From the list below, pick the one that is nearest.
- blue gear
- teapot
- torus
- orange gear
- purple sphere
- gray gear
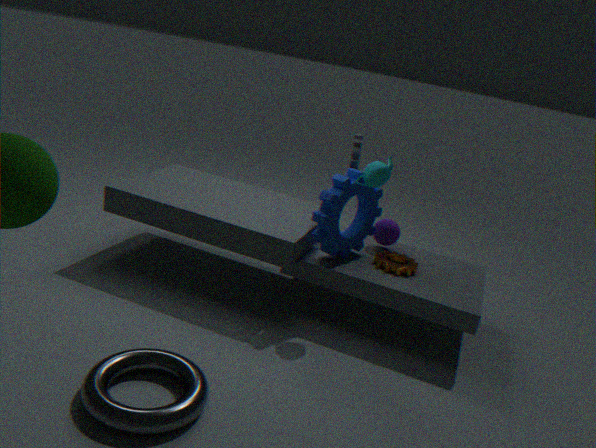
torus
